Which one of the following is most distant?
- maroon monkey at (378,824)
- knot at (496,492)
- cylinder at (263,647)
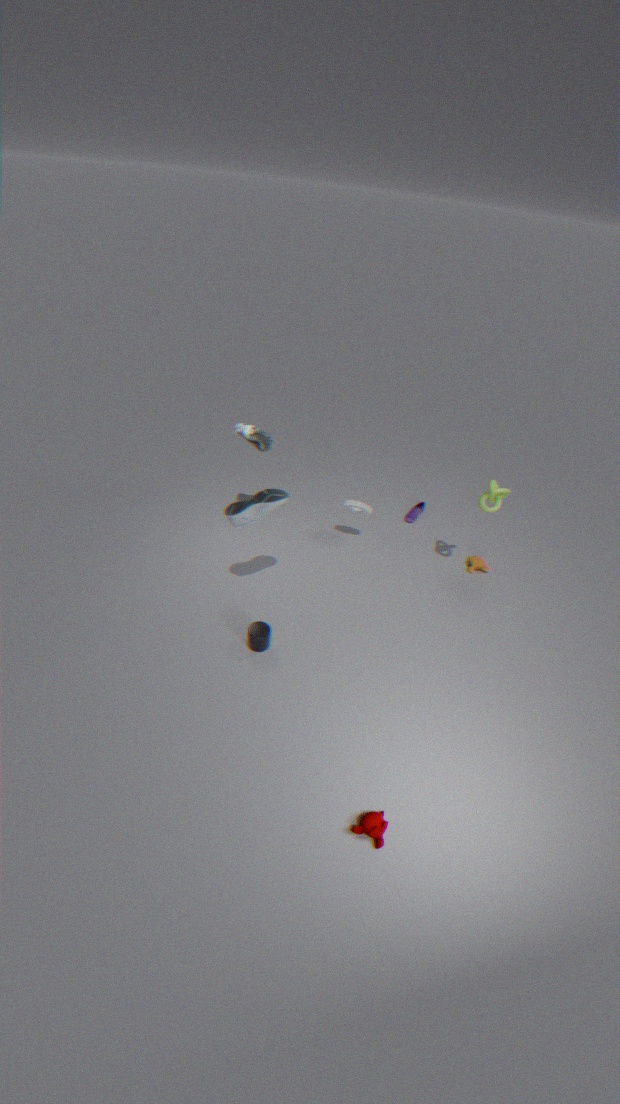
knot at (496,492)
